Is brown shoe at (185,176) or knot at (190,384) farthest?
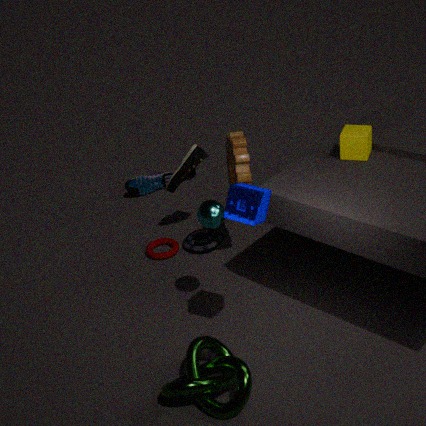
brown shoe at (185,176)
